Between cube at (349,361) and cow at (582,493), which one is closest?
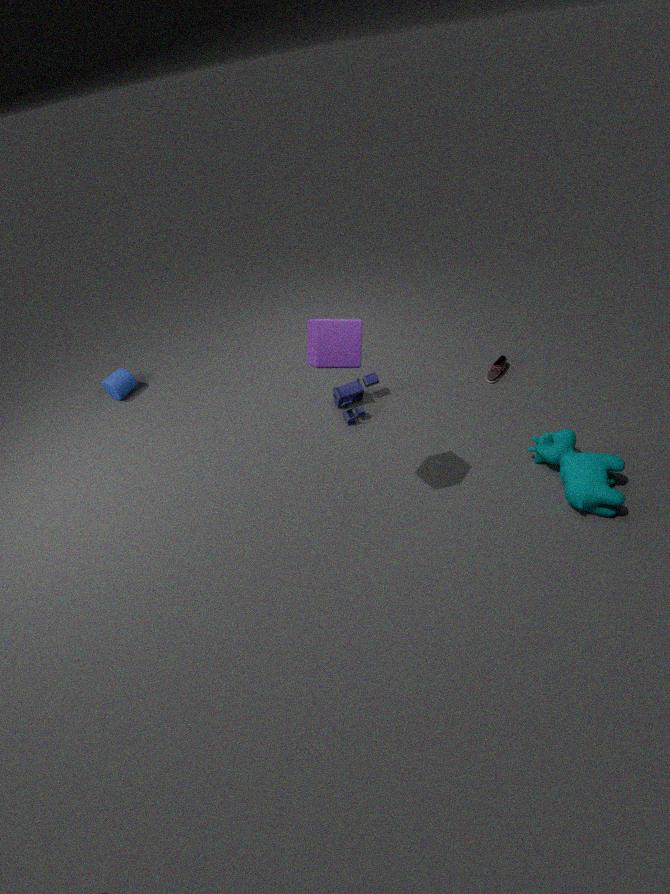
cube at (349,361)
